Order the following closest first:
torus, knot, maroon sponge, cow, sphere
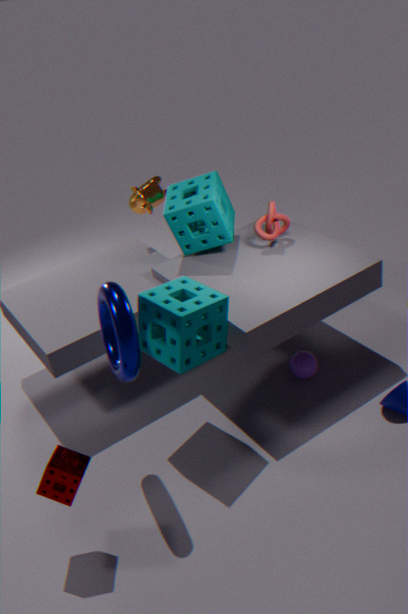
maroon sponge
torus
sphere
knot
cow
